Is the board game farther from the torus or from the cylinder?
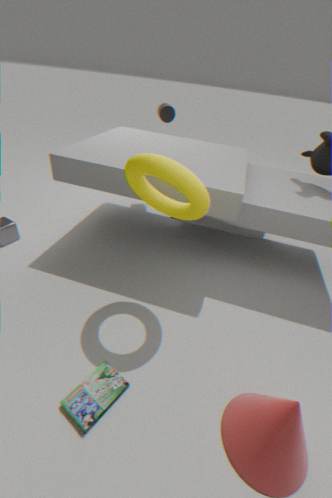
the cylinder
